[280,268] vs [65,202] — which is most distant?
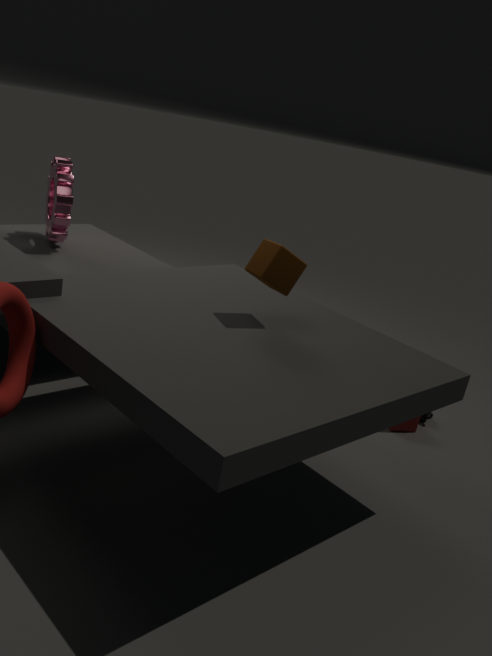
[65,202]
